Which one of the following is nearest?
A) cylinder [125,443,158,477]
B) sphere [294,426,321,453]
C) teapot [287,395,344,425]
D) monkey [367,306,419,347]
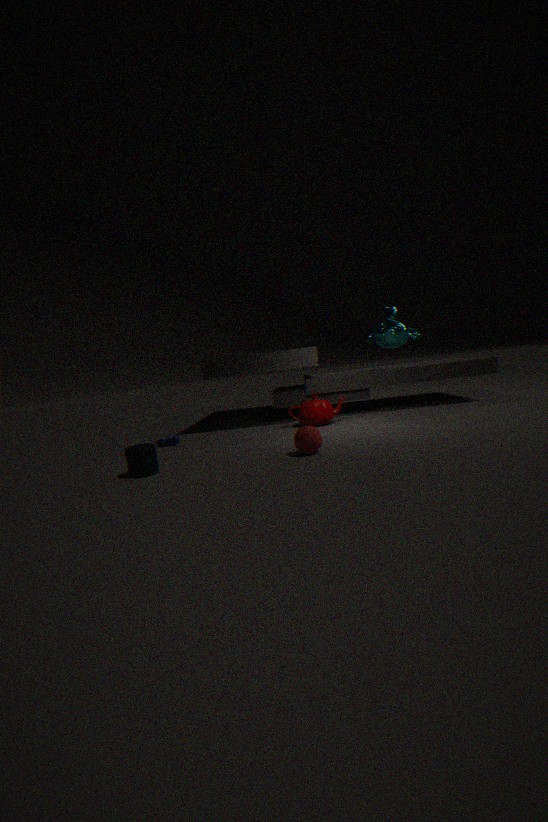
cylinder [125,443,158,477]
